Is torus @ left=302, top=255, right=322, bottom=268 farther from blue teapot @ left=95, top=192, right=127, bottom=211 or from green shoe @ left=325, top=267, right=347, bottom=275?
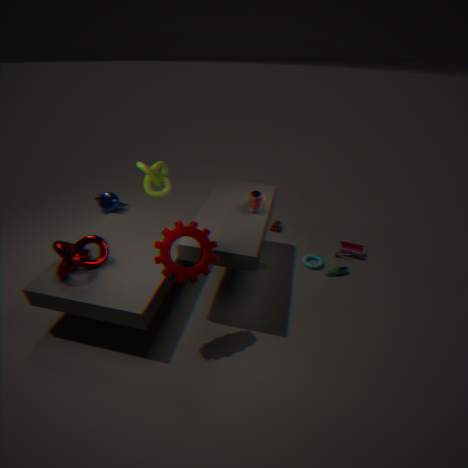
blue teapot @ left=95, top=192, right=127, bottom=211
